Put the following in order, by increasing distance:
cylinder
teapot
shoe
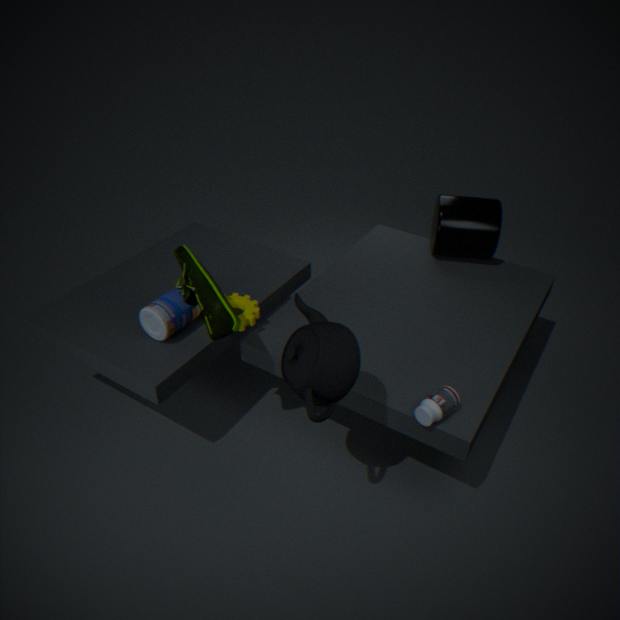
teapot < shoe < cylinder
